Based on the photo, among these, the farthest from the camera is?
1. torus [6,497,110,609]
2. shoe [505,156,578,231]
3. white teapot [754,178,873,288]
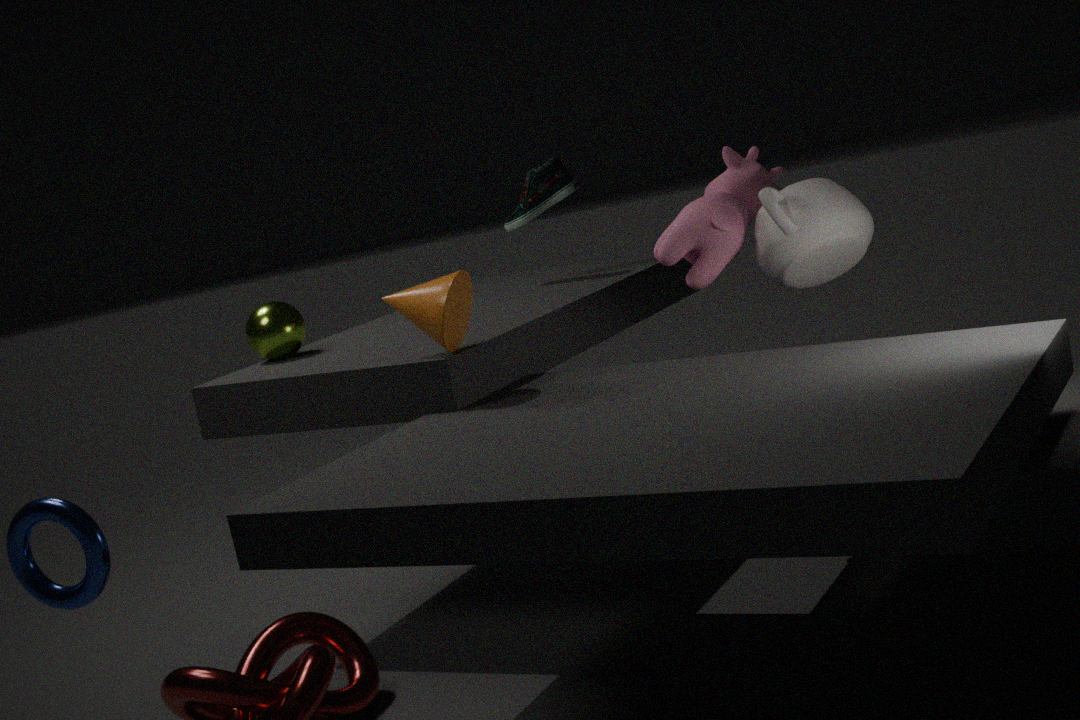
shoe [505,156,578,231]
